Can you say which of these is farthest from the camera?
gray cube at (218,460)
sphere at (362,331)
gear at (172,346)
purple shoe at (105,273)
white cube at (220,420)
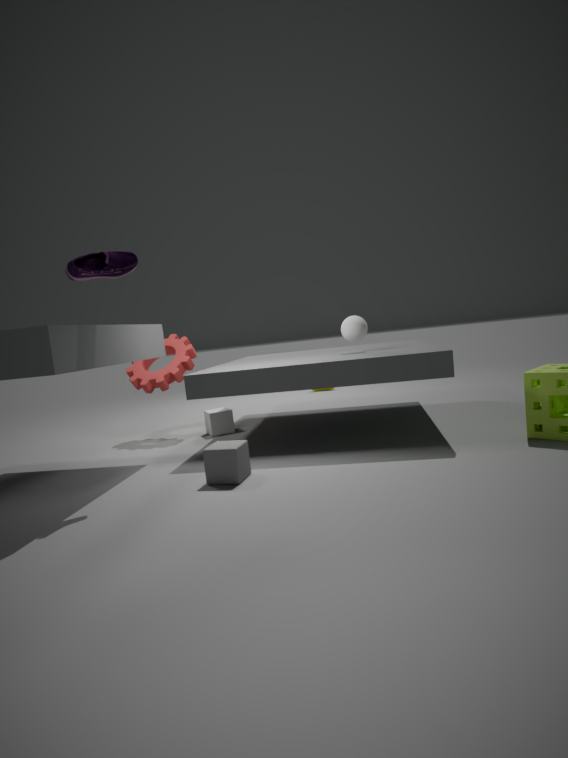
gear at (172,346)
